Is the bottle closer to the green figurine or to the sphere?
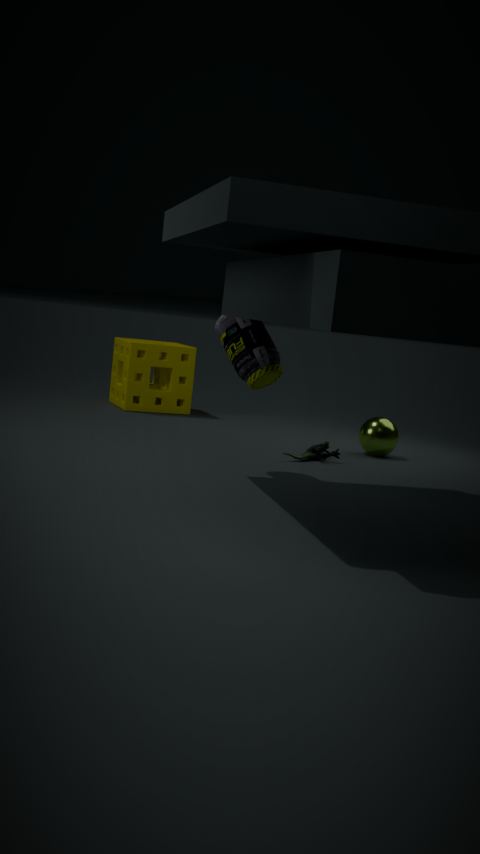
the green figurine
